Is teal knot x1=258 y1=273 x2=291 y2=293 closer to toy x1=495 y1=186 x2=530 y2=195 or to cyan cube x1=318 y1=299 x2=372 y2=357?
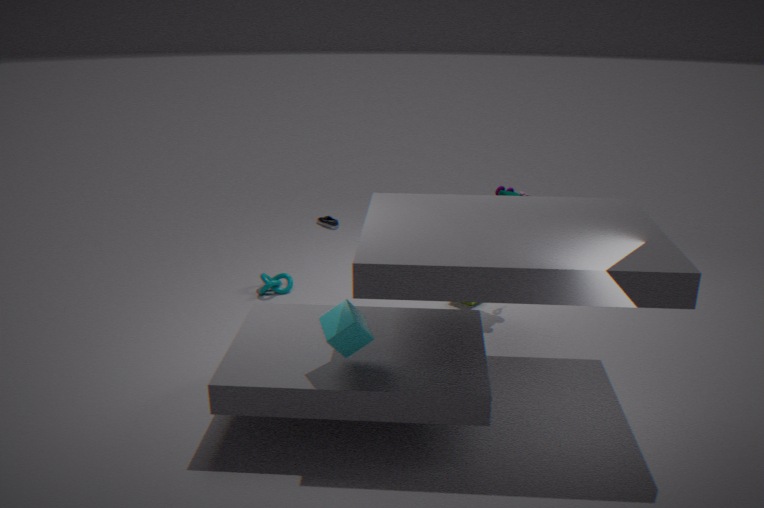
toy x1=495 y1=186 x2=530 y2=195
